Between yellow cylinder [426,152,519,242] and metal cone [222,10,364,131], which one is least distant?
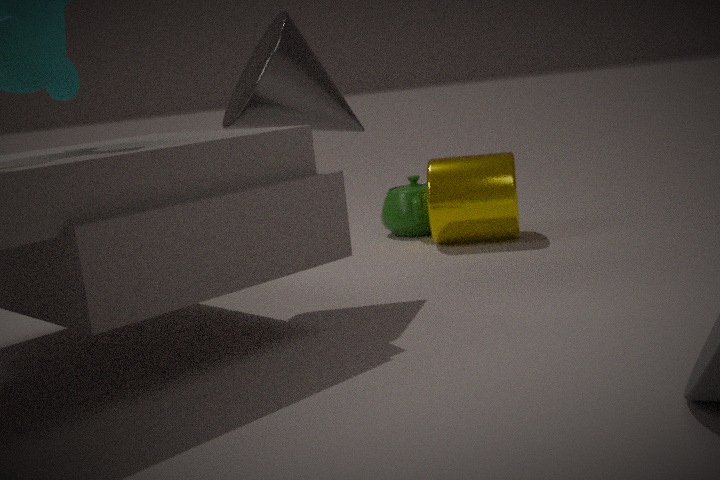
metal cone [222,10,364,131]
